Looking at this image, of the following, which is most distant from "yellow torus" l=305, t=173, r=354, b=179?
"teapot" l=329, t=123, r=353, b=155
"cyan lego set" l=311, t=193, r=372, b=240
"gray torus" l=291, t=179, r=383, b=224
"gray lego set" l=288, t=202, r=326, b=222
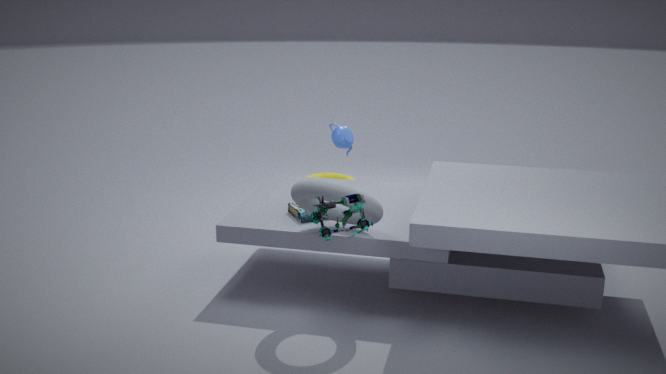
"cyan lego set" l=311, t=193, r=372, b=240
